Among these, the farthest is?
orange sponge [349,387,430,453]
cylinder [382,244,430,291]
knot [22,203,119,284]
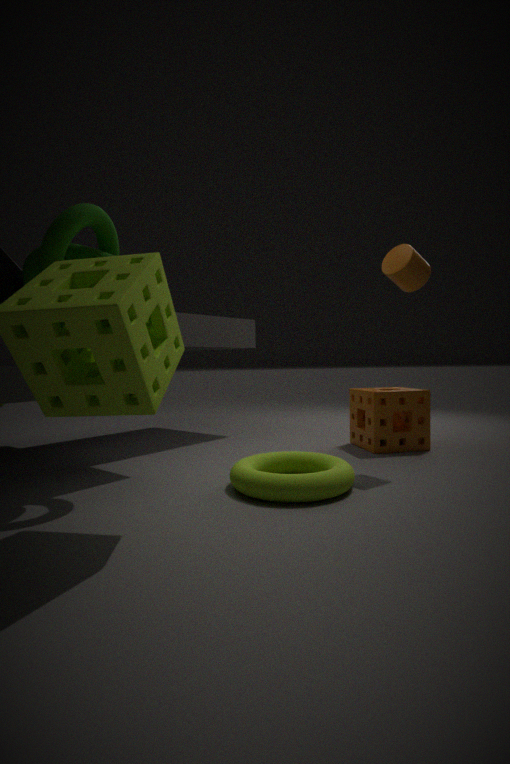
orange sponge [349,387,430,453]
